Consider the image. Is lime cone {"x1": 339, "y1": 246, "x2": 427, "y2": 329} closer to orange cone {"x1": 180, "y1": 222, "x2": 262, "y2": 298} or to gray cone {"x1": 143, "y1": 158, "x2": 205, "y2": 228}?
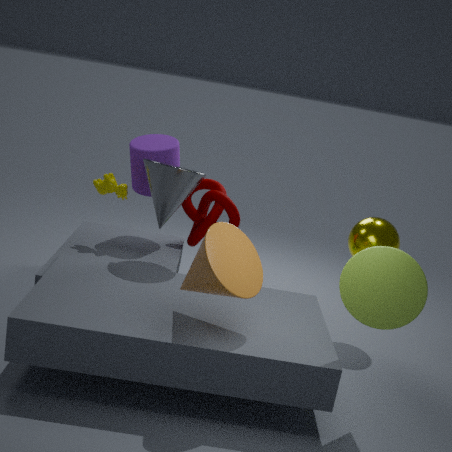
orange cone {"x1": 180, "y1": 222, "x2": 262, "y2": 298}
